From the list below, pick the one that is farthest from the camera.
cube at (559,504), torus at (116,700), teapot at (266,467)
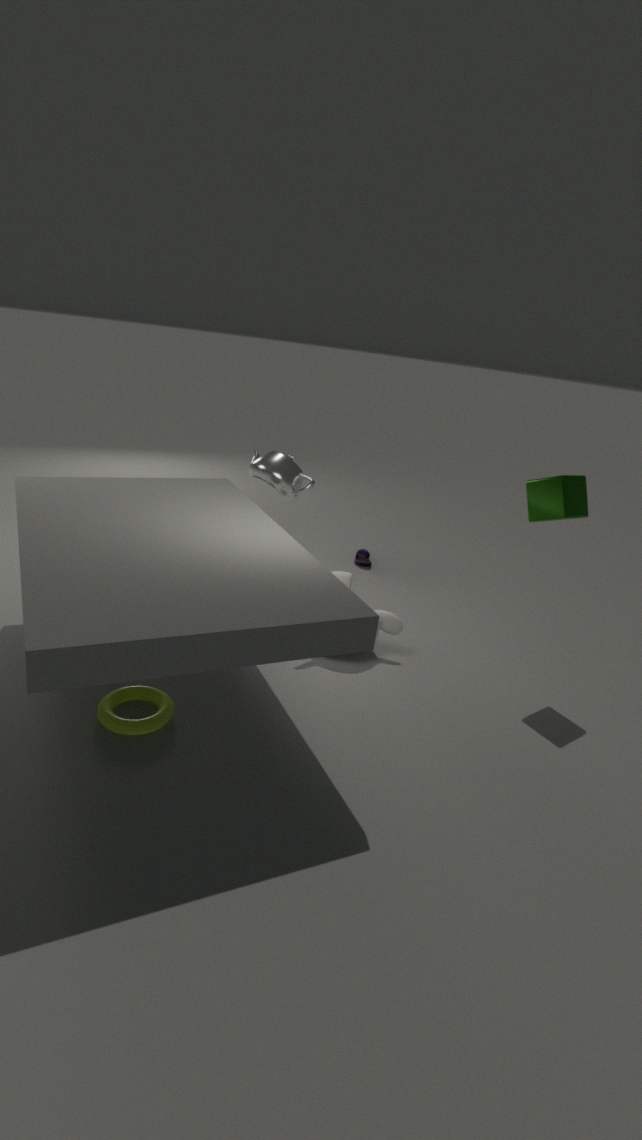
teapot at (266,467)
